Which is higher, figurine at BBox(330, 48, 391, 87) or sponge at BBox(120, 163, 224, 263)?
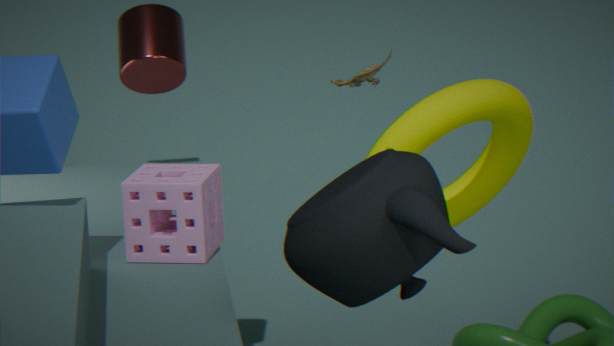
figurine at BBox(330, 48, 391, 87)
